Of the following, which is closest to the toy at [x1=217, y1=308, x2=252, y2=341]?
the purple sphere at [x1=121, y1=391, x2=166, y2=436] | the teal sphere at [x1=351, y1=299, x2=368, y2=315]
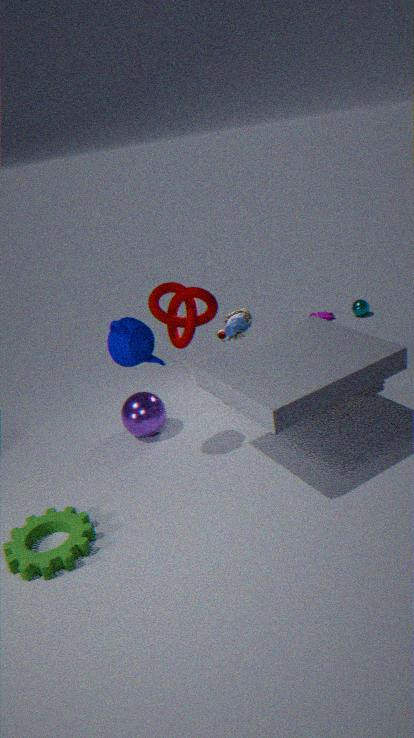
the purple sphere at [x1=121, y1=391, x2=166, y2=436]
